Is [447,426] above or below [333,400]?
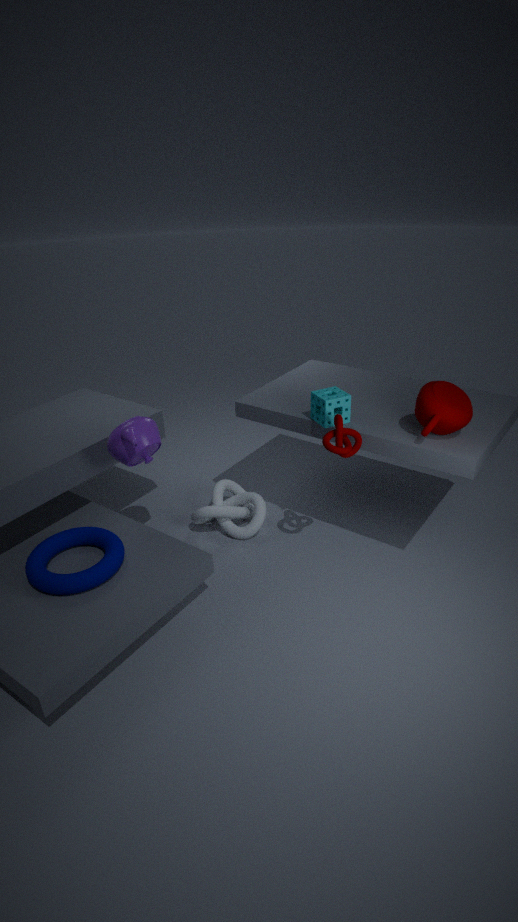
above
